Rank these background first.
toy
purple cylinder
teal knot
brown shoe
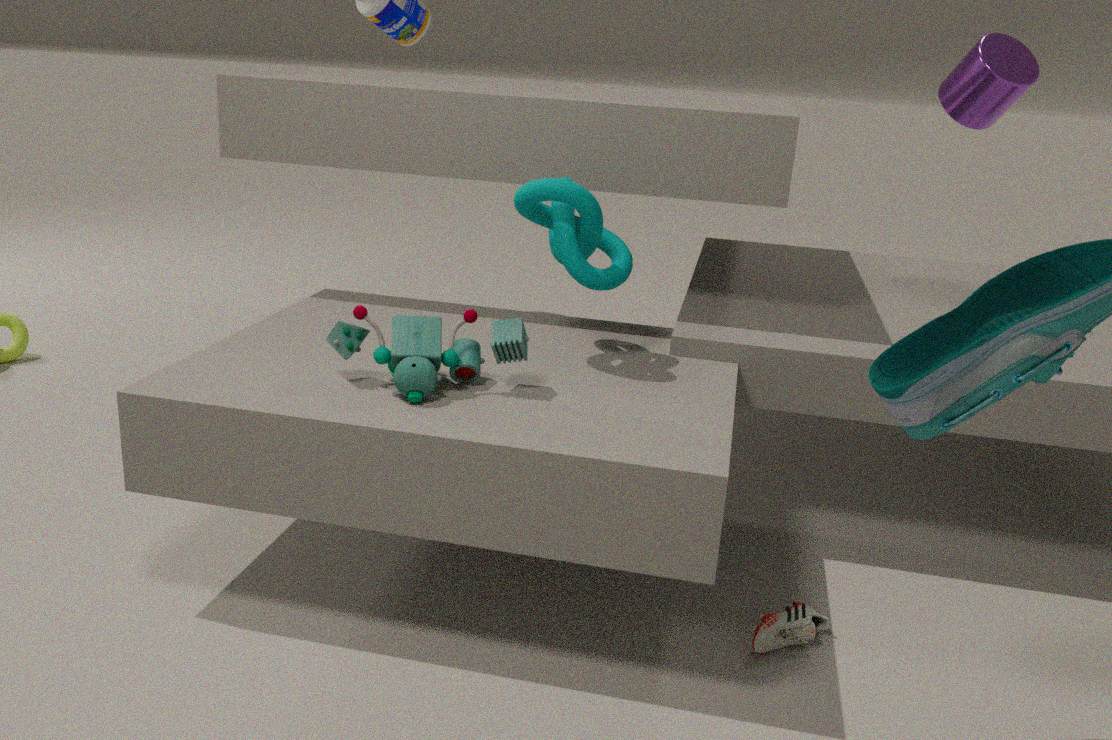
purple cylinder < teal knot < brown shoe < toy
